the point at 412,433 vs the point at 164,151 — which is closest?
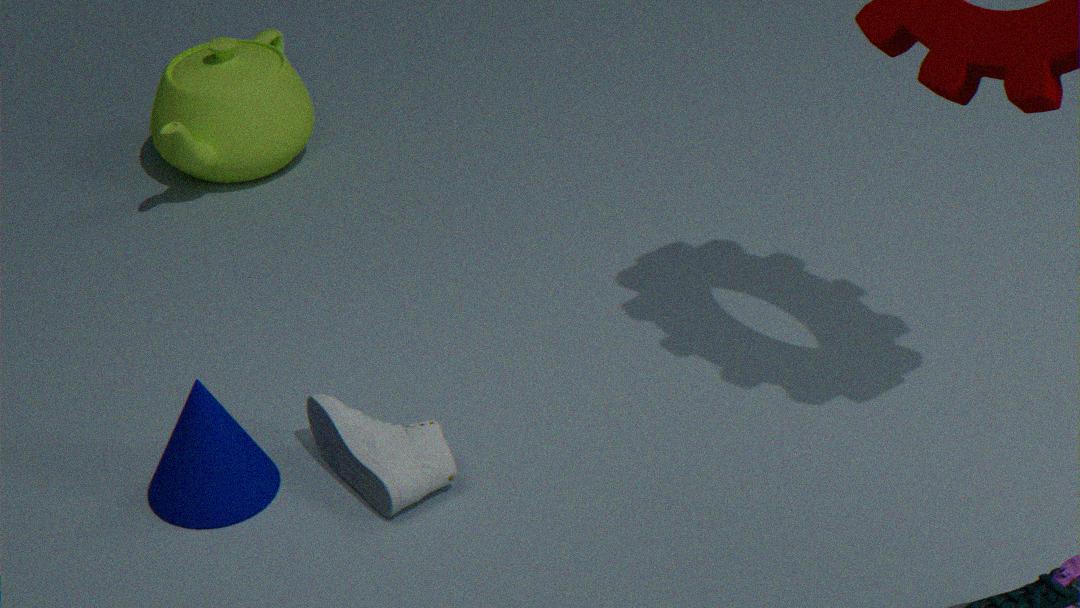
the point at 412,433
